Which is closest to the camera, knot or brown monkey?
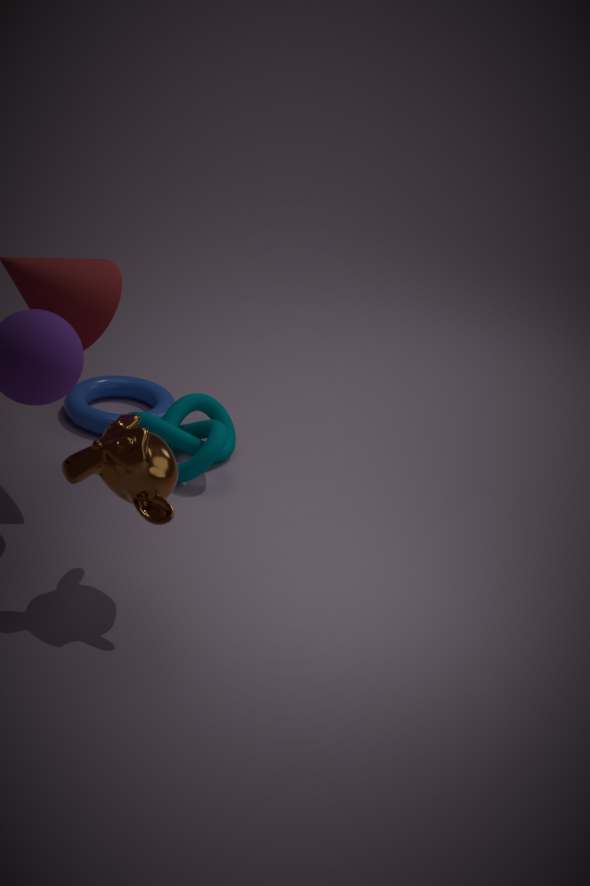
brown monkey
